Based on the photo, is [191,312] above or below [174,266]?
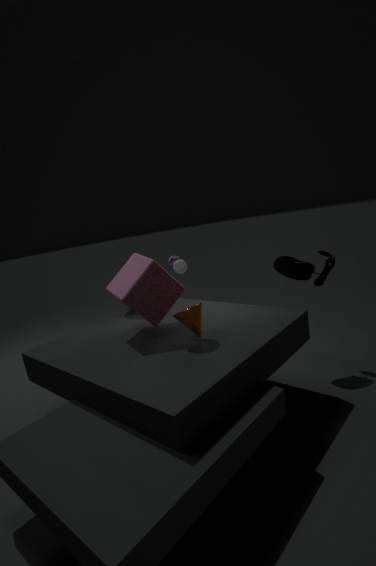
below
